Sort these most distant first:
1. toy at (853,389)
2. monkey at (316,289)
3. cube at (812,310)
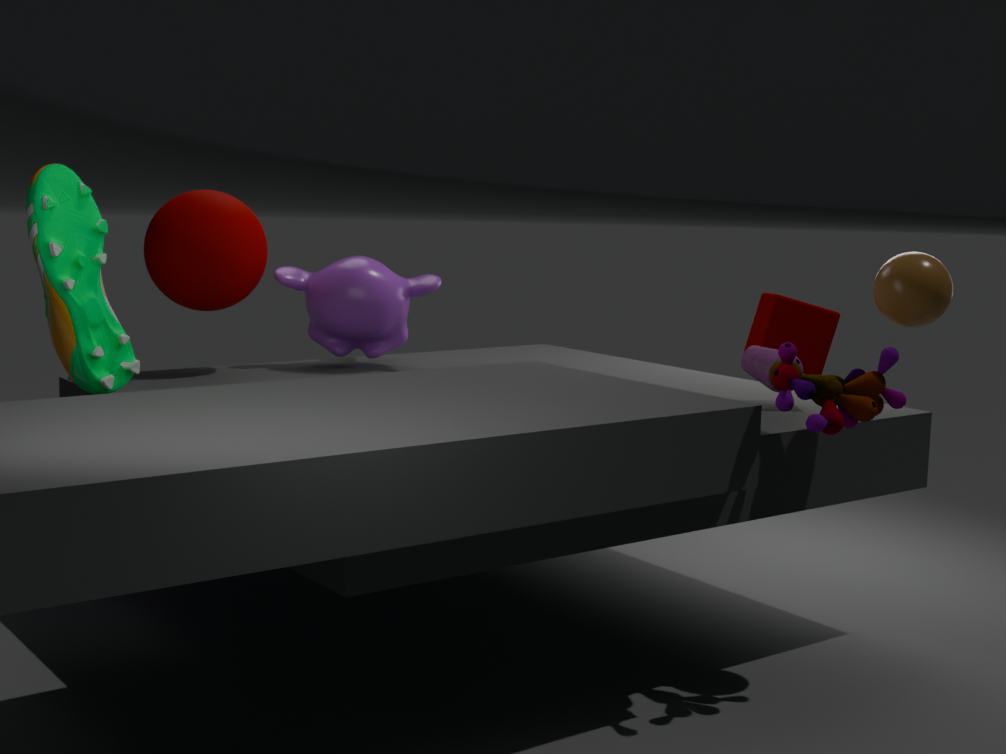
1. monkey at (316,289)
2. cube at (812,310)
3. toy at (853,389)
